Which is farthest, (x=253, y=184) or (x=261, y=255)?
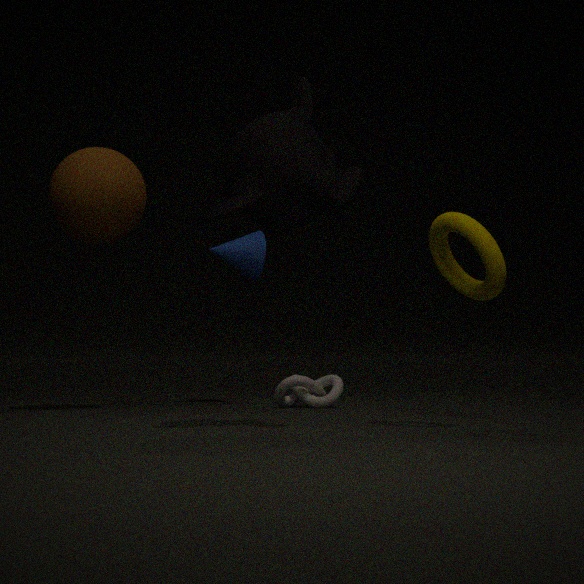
(x=261, y=255)
